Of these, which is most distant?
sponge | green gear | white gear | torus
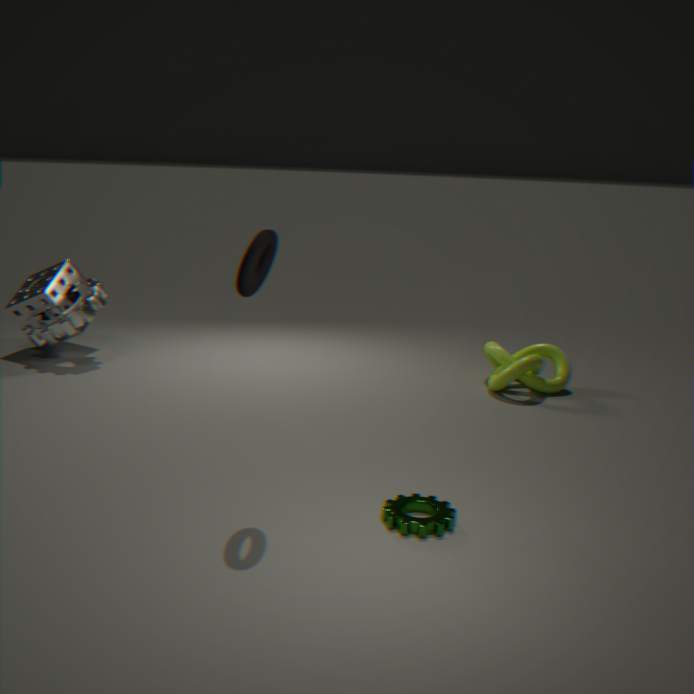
sponge
